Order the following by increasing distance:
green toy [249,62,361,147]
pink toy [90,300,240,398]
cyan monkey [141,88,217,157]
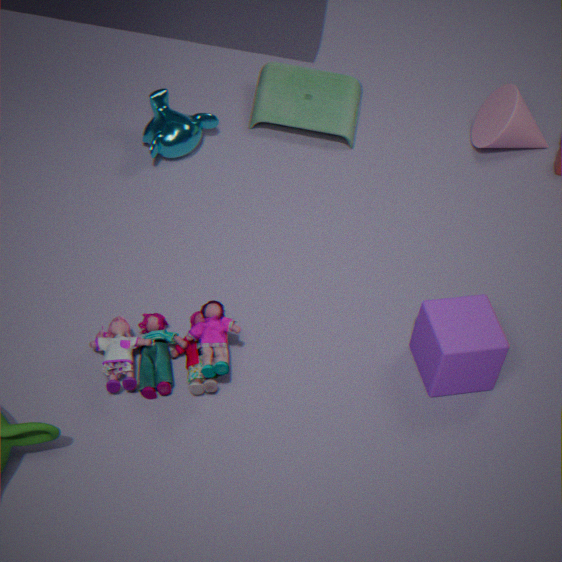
pink toy [90,300,240,398] < cyan monkey [141,88,217,157] < green toy [249,62,361,147]
